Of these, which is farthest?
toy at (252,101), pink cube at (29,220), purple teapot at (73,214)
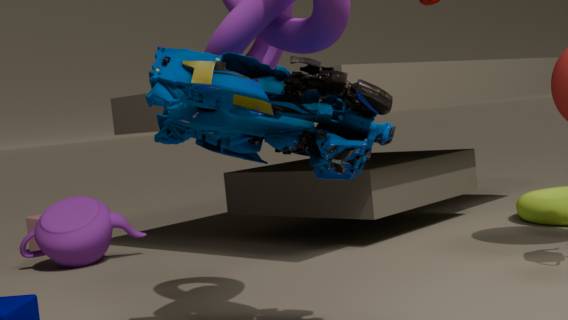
pink cube at (29,220)
